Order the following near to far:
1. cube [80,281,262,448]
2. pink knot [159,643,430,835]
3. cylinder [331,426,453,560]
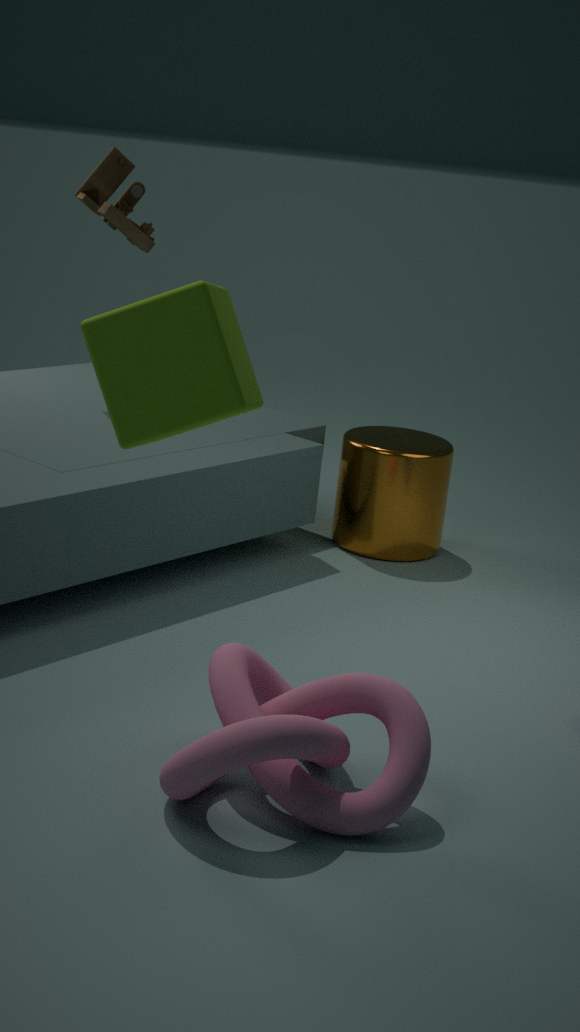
1. cube [80,281,262,448]
2. pink knot [159,643,430,835]
3. cylinder [331,426,453,560]
